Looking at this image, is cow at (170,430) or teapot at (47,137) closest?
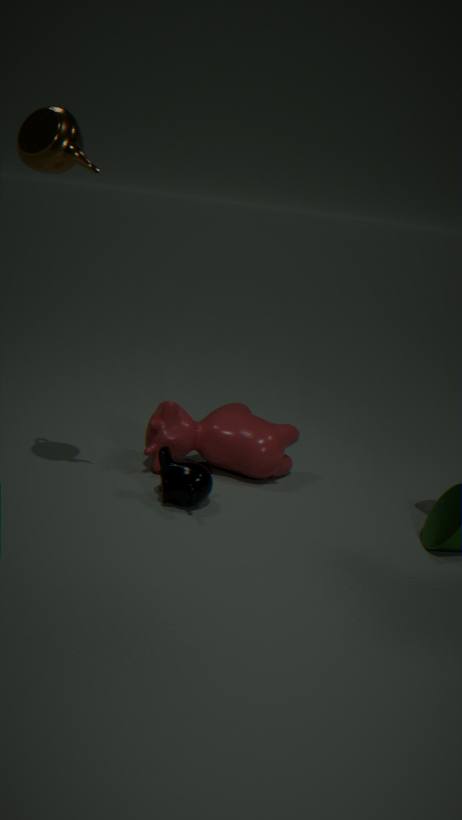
teapot at (47,137)
